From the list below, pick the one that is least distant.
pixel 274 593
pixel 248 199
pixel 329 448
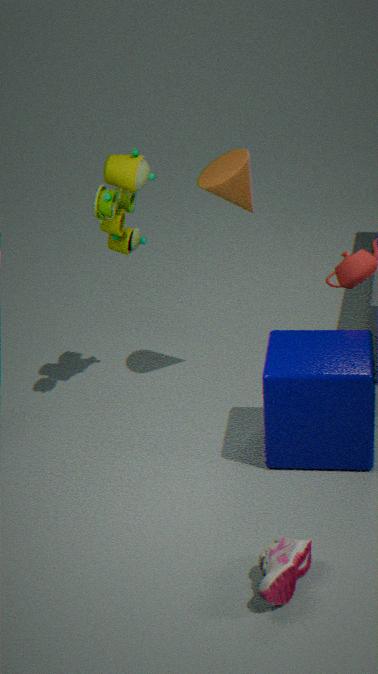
pixel 274 593
